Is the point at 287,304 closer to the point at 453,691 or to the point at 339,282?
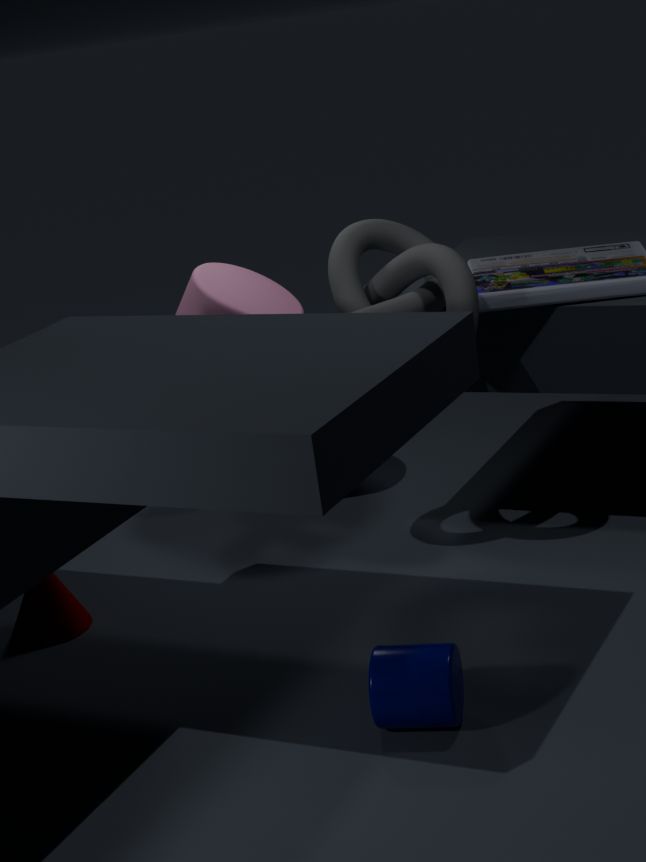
the point at 339,282
